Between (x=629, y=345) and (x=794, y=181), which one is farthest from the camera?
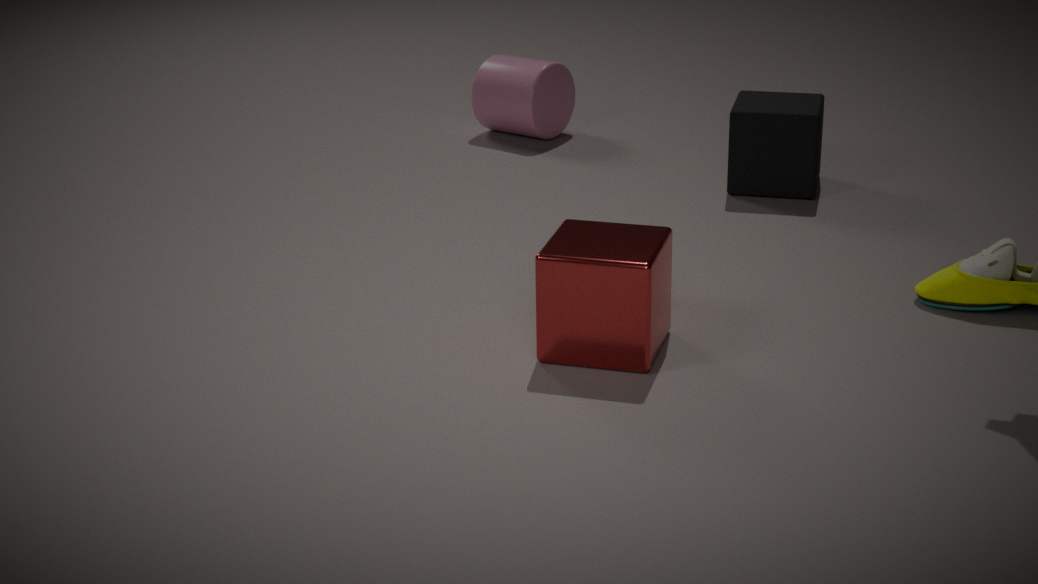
(x=794, y=181)
